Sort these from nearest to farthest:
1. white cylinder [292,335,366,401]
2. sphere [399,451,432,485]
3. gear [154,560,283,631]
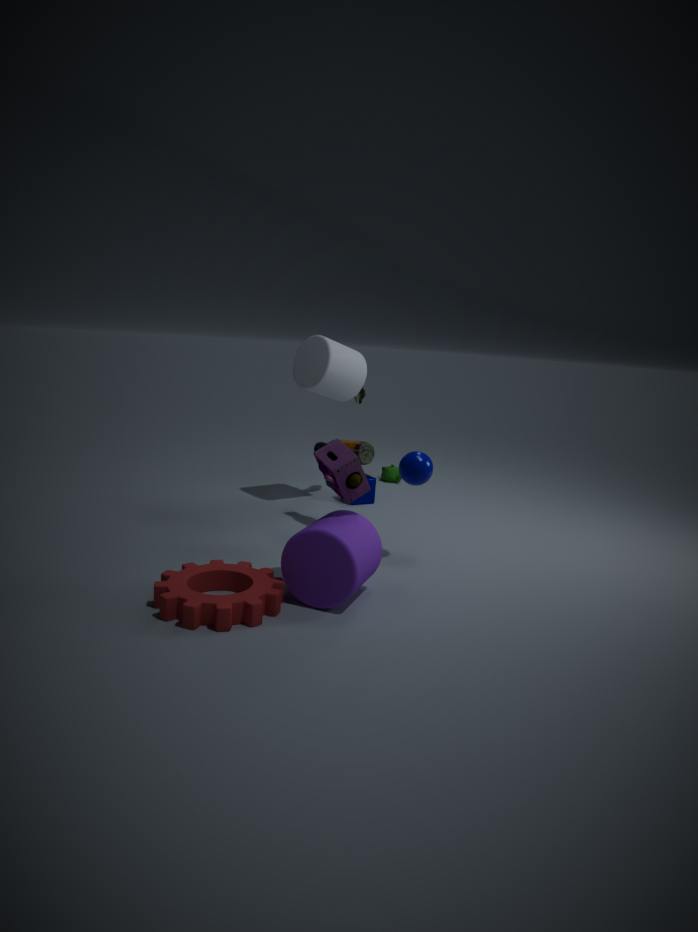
gear [154,560,283,631]
sphere [399,451,432,485]
white cylinder [292,335,366,401]
